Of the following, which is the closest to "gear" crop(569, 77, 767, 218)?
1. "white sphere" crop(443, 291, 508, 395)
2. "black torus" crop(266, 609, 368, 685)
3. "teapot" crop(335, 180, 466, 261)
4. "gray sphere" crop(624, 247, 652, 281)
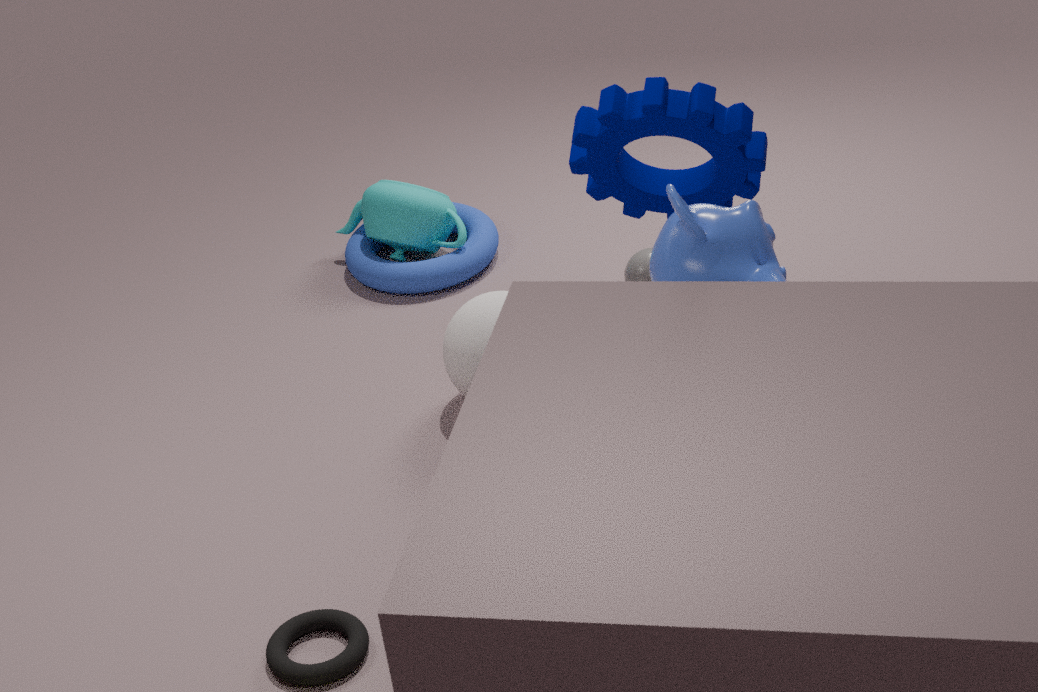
"white sphere" crop(443, 291, 508, 395)
